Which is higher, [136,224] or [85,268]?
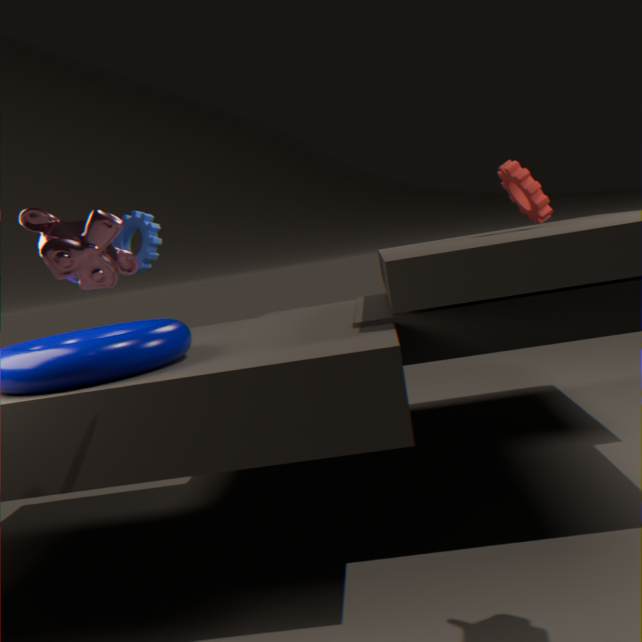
[136,224]
